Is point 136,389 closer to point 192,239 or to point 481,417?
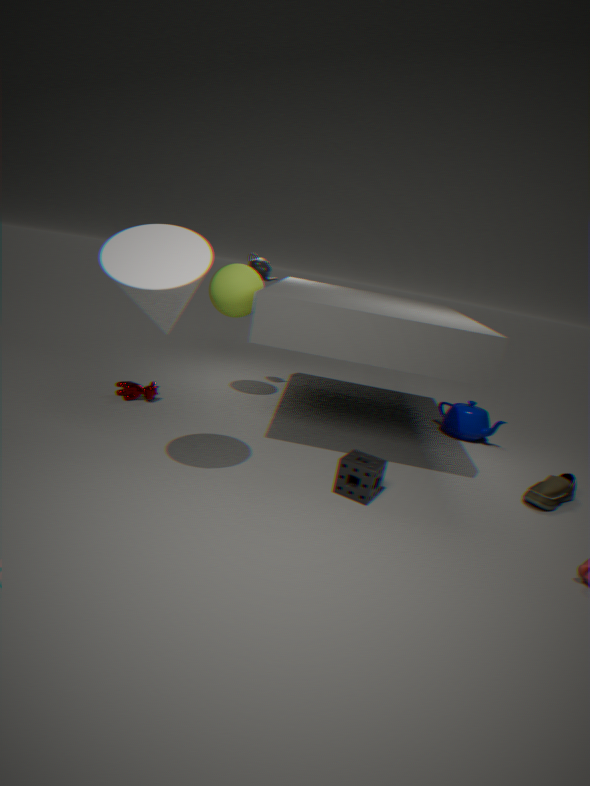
point 192,239
